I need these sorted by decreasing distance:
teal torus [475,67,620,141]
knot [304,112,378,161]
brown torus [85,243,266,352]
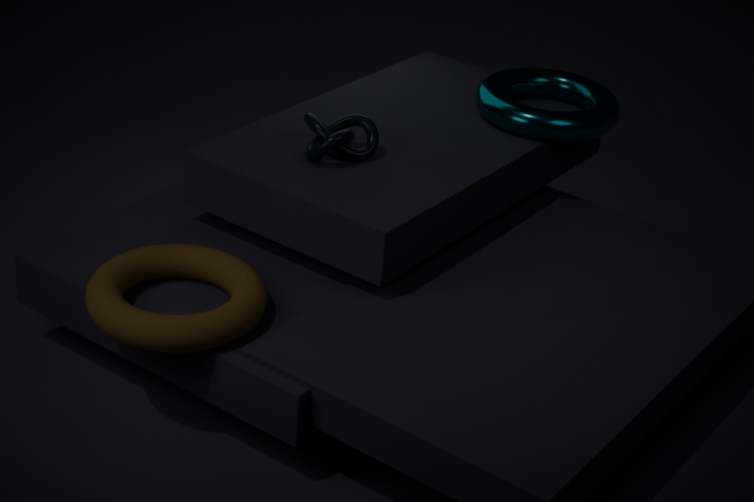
teal torus [475,67,620,141] → knot [304,112,378,161] → brown torus [85,243,266,352]
